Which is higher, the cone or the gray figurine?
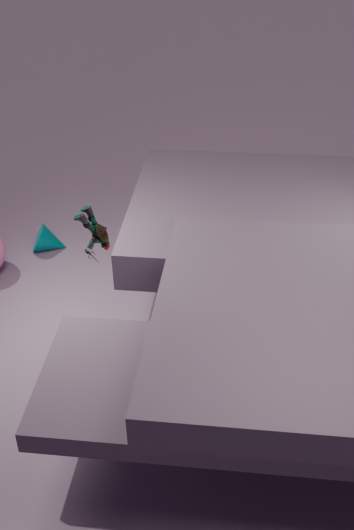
the gray figurine
